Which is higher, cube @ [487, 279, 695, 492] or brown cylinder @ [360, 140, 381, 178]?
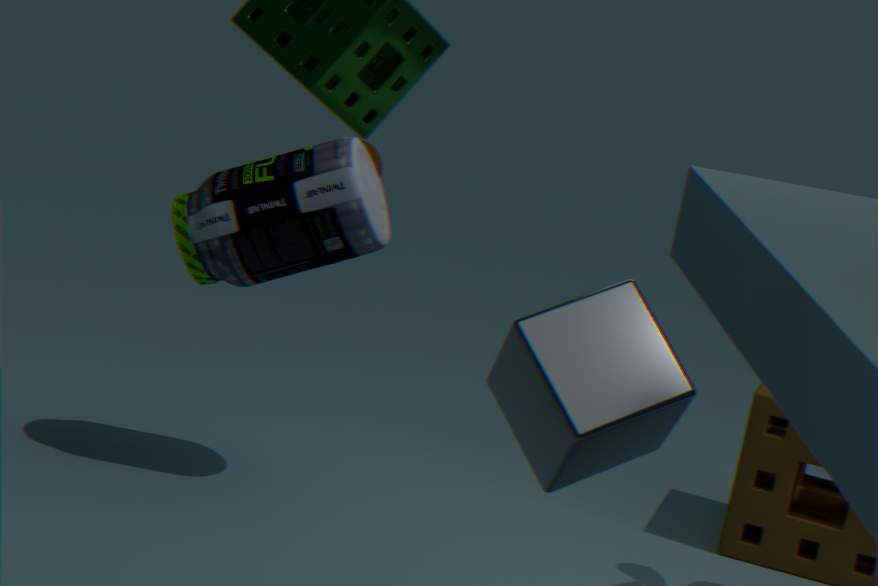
cube @ [487, 279, 695, 492]
